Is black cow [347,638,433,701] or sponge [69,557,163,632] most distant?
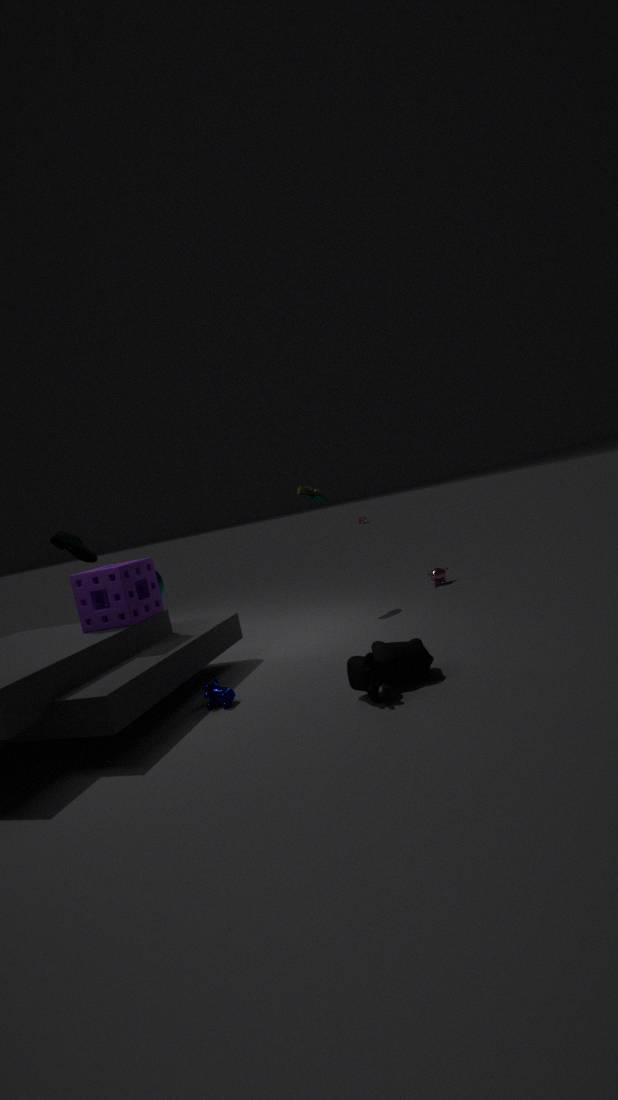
sponge [69,557,163,632]
